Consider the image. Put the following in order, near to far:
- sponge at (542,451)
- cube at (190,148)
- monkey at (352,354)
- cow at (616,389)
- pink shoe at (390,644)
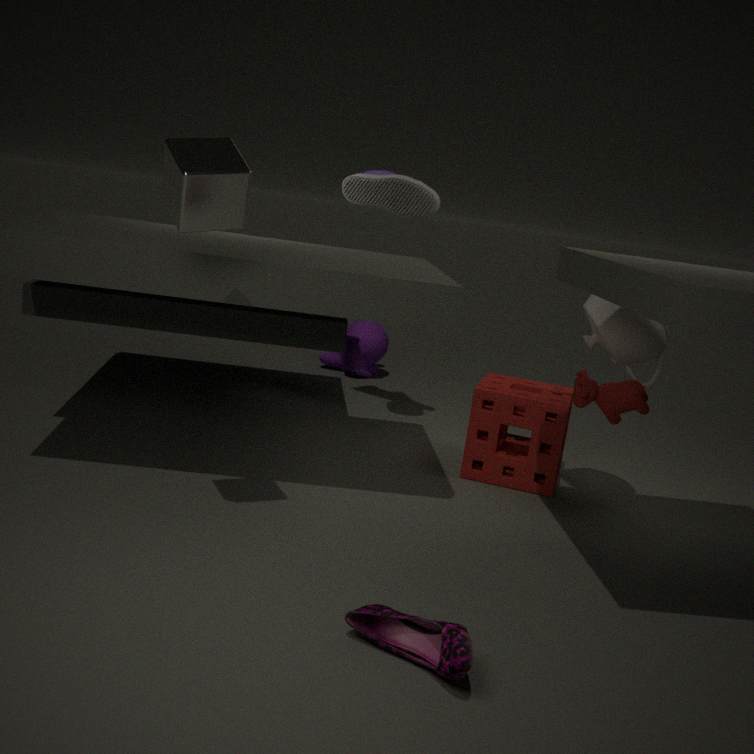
pink shoe at (390,644) < cube at (190,148) < cow at (616,389) < sponge at (542,451) < monkey at (352,354)
